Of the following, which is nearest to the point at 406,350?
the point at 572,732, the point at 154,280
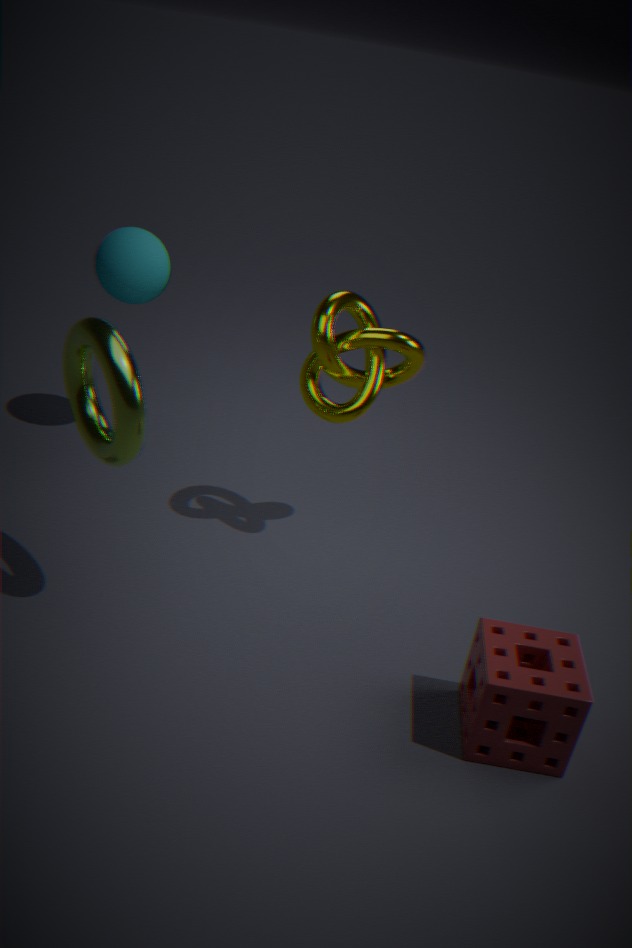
the point at 154,280
